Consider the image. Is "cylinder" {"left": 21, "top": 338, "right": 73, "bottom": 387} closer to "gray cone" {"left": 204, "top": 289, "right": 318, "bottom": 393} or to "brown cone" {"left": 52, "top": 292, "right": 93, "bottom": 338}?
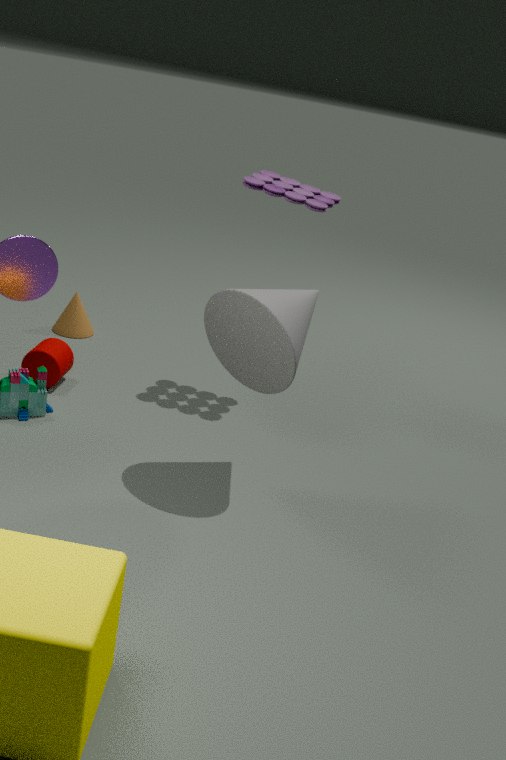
"brown cone" {"left": 52, "top": 292, "right": 93, "bottom": 338}
